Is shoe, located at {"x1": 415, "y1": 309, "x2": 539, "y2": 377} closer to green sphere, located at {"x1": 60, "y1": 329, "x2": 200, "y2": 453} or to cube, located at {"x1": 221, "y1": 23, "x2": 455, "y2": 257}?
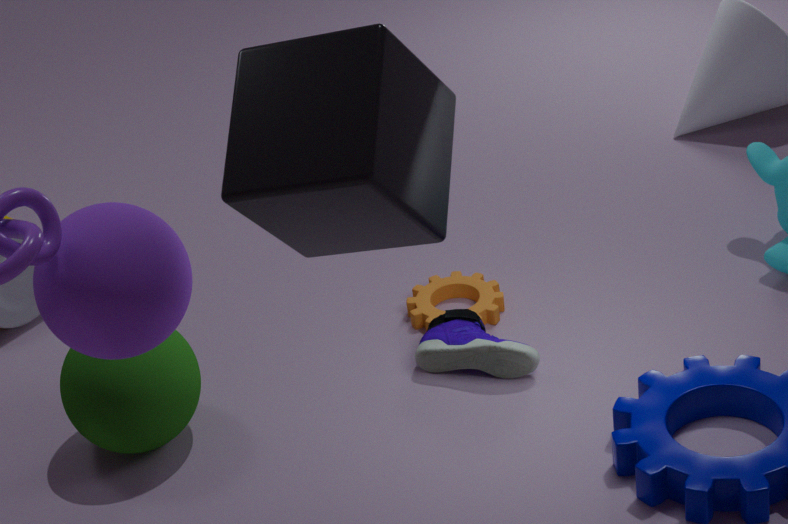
green sphere, located at {"x1": 60, "y1": 329, "x2": 200, "y2": 453}
